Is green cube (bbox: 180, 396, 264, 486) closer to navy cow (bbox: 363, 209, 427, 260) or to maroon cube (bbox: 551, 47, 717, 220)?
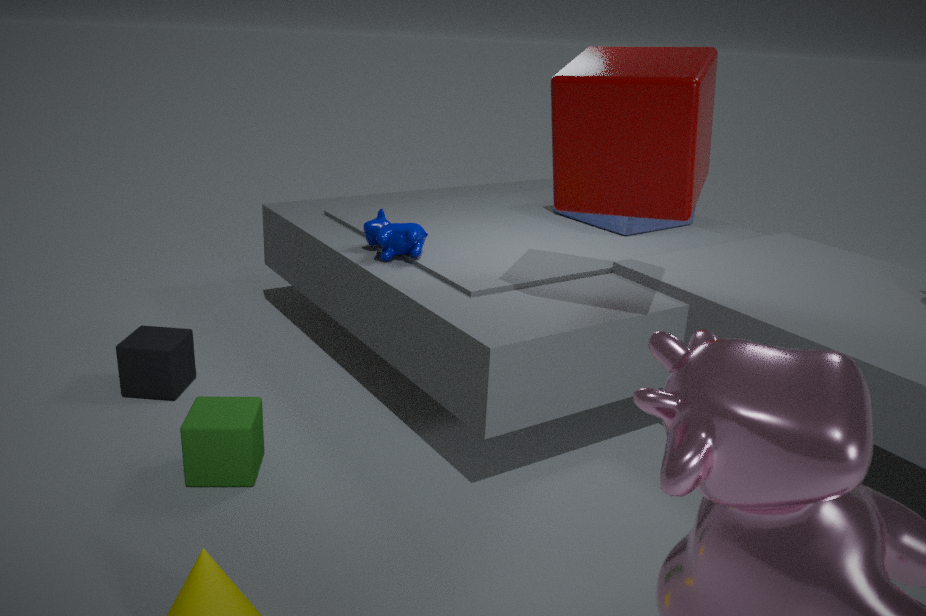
navy cow (bbox: 363, 209, 427, 260)
